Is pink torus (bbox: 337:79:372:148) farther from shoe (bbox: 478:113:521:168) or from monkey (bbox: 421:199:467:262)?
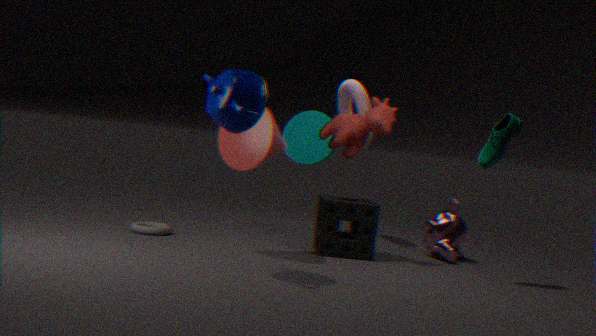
shoe (bbox: 478:113:521:168)
